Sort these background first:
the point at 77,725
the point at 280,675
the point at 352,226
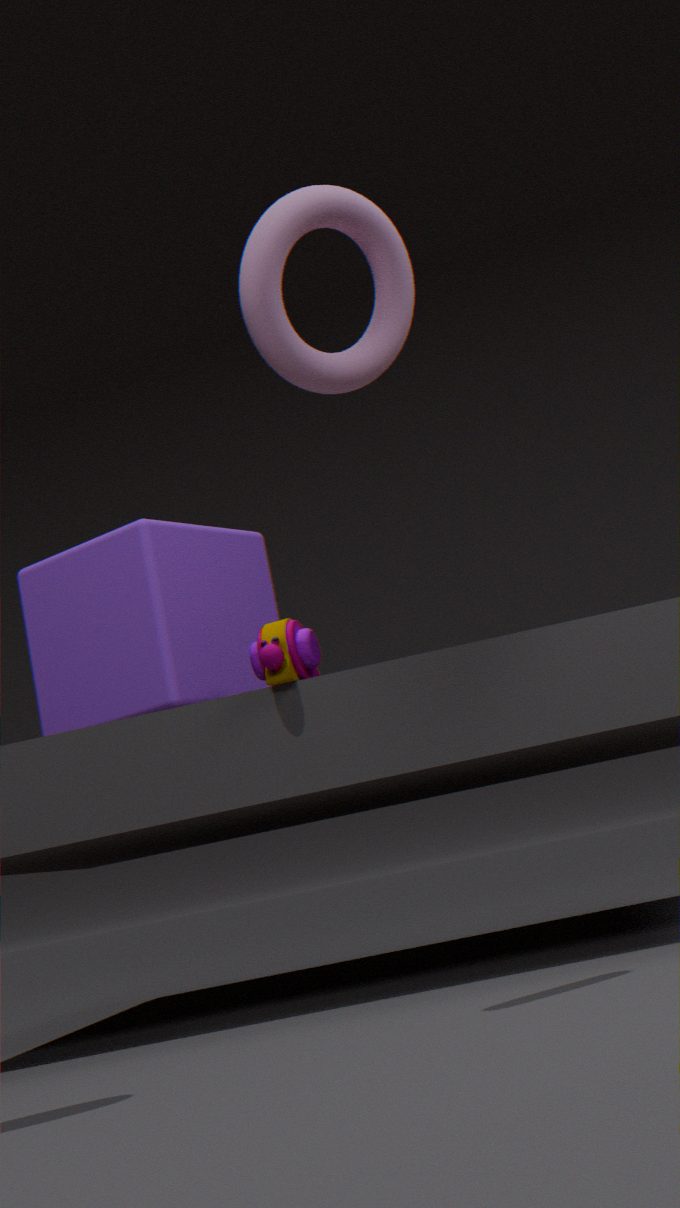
the point at 77,725 < the point at 280,675 < the point at 352,226
